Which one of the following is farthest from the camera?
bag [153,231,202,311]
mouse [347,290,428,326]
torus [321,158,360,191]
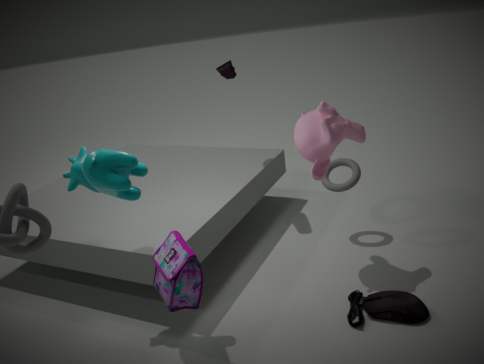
torus [321,158,360,191]
